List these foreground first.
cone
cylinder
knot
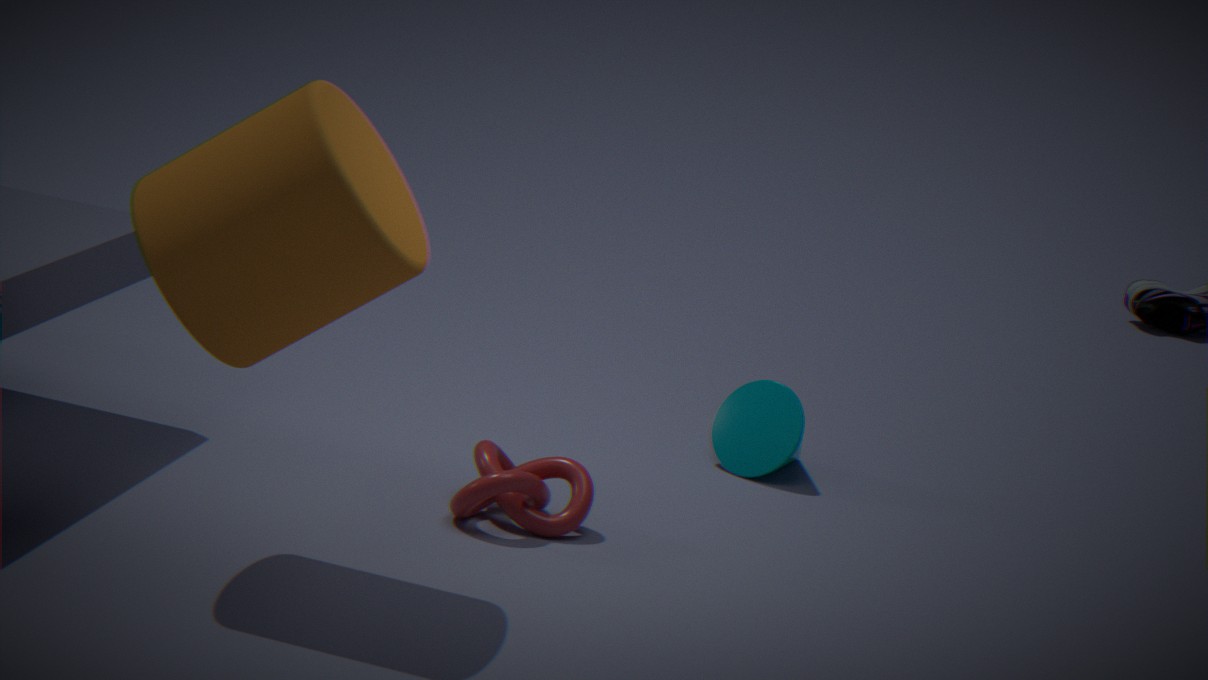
cylinder → knot → cone
